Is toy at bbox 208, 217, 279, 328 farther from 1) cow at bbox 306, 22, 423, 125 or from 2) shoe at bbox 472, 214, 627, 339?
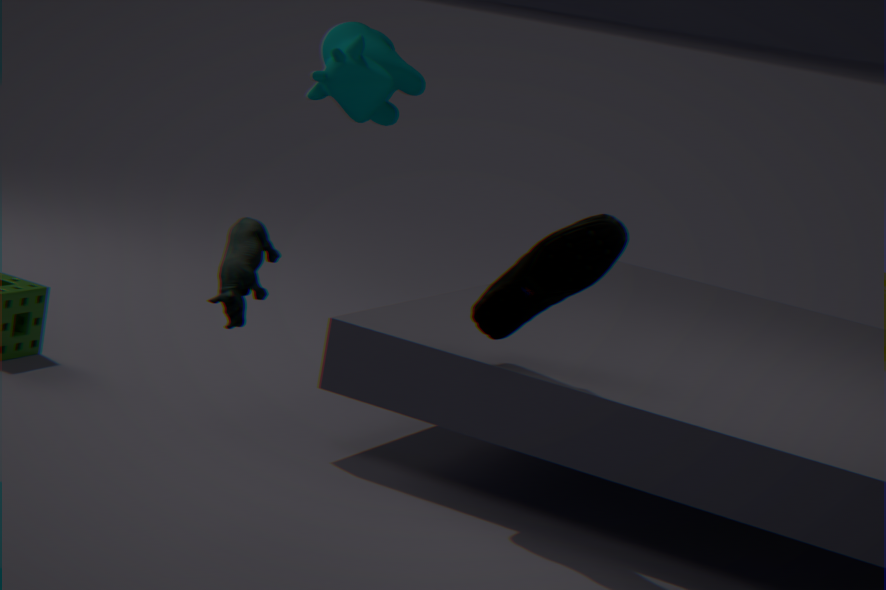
1) cow at bbox 306, 22, 423, 125
